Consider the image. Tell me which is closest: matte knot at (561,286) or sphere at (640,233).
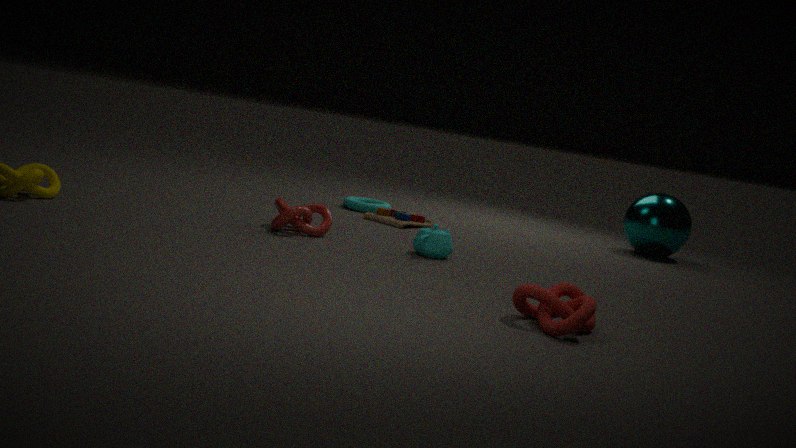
matte knot at (561,286)
